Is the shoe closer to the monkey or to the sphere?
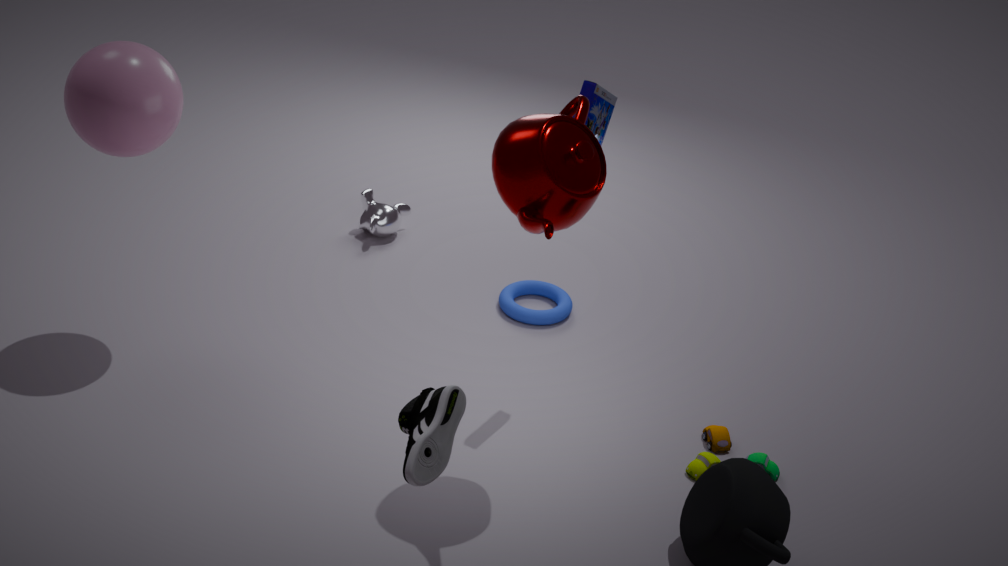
the sphere
